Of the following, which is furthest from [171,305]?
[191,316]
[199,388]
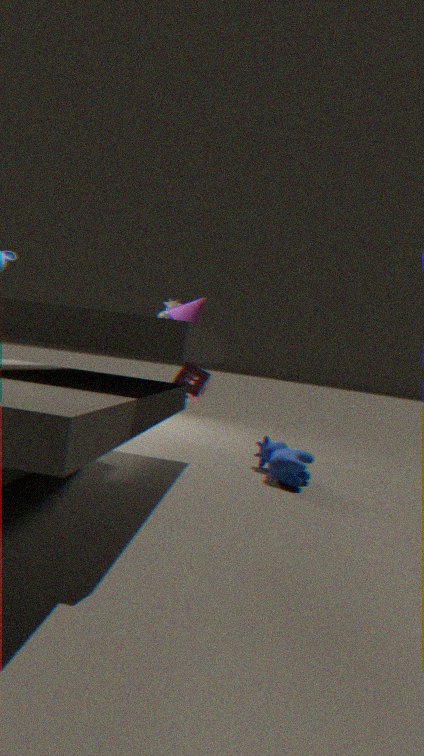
[199,388]
